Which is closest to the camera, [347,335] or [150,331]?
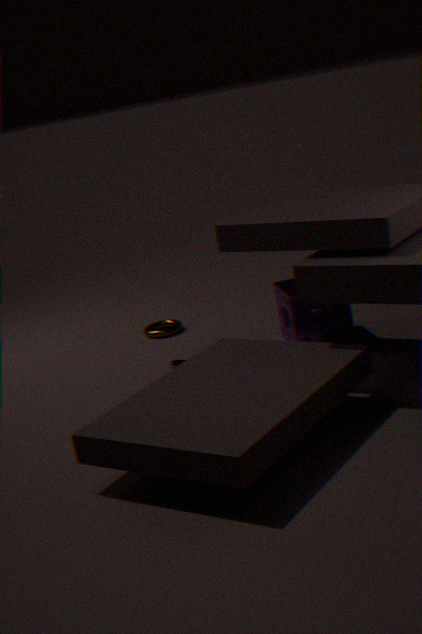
[347,335]
